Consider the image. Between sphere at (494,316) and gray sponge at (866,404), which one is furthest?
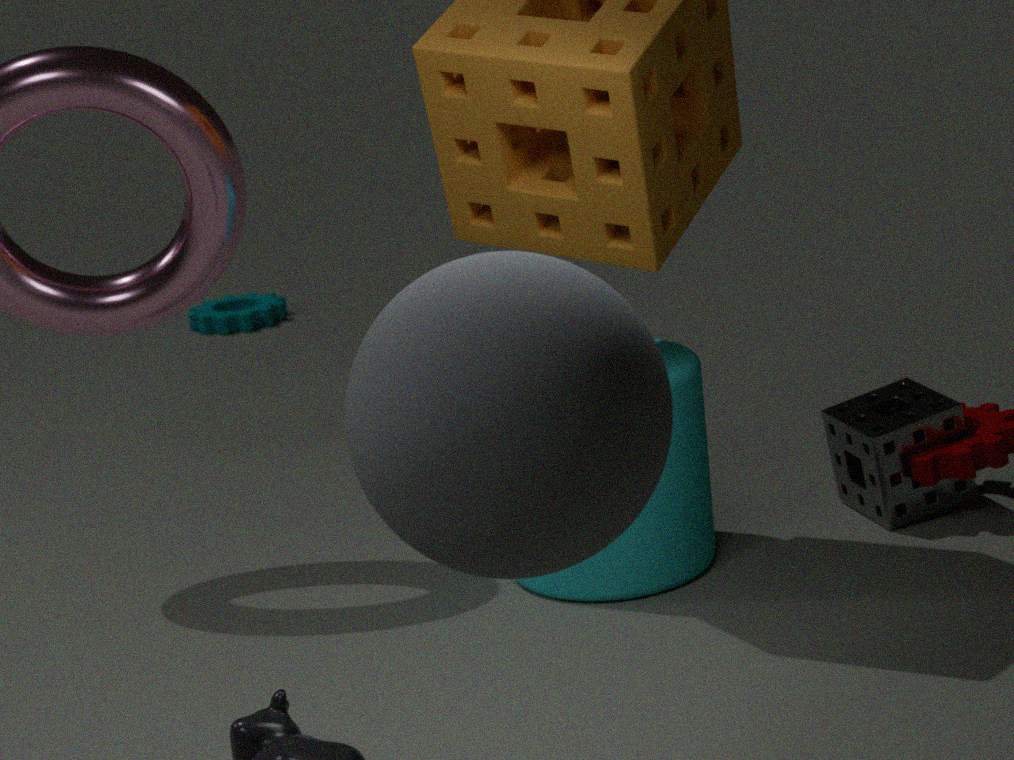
gray sponge at (866,404)
